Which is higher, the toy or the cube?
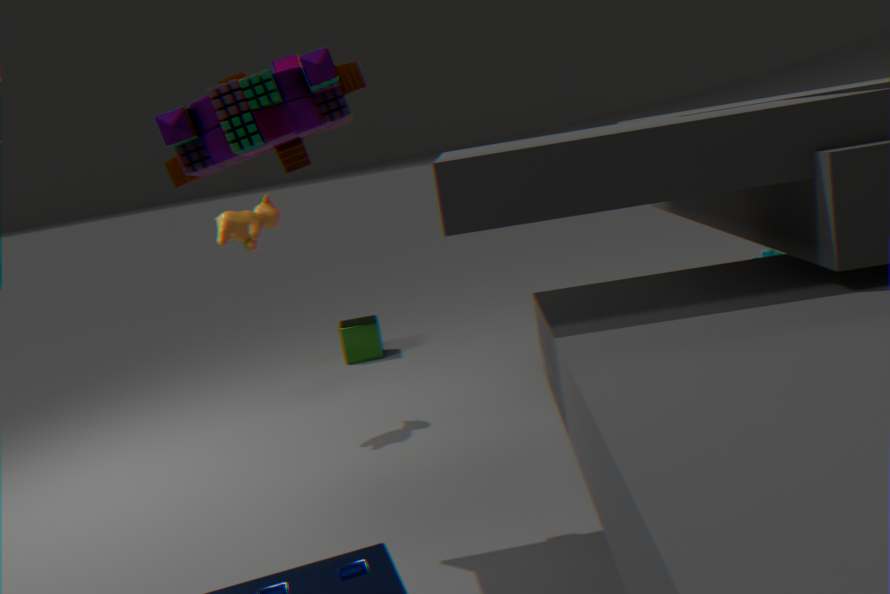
the toy
